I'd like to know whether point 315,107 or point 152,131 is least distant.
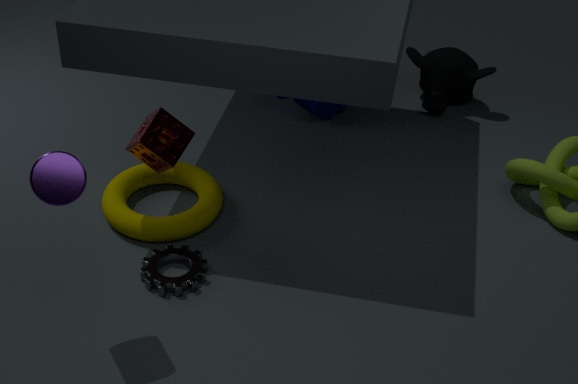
point 152,131
